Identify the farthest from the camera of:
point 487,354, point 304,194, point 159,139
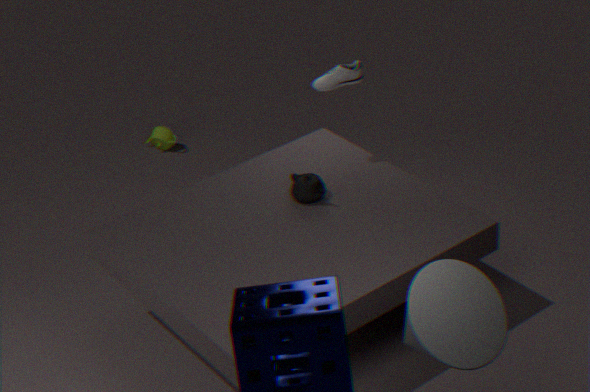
point 159,139
